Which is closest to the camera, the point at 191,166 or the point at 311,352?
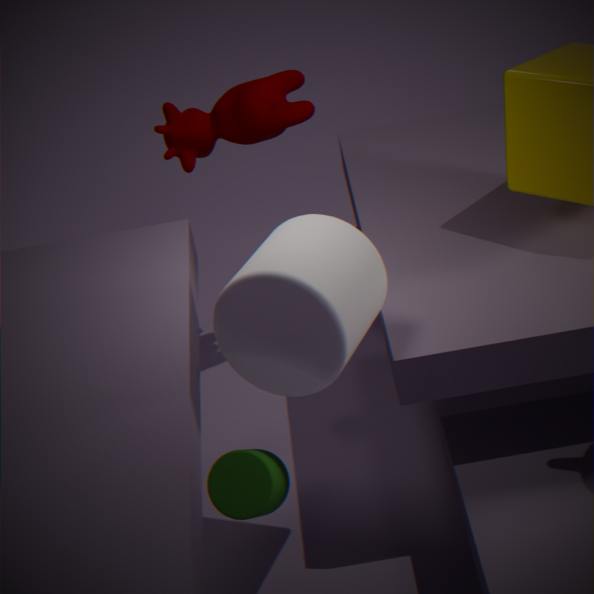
the point at 311,352
